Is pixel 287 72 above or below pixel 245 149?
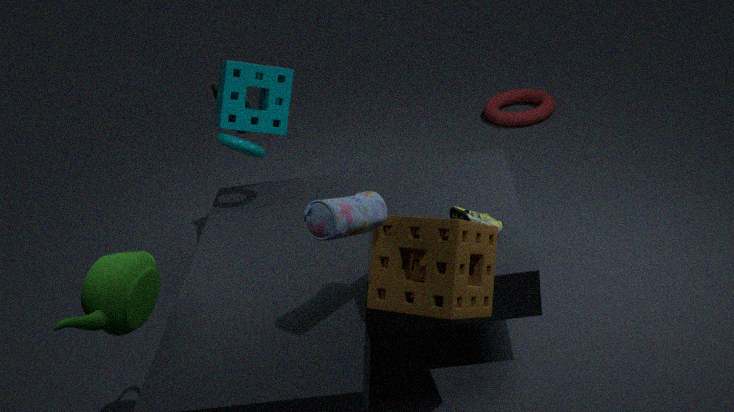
above
